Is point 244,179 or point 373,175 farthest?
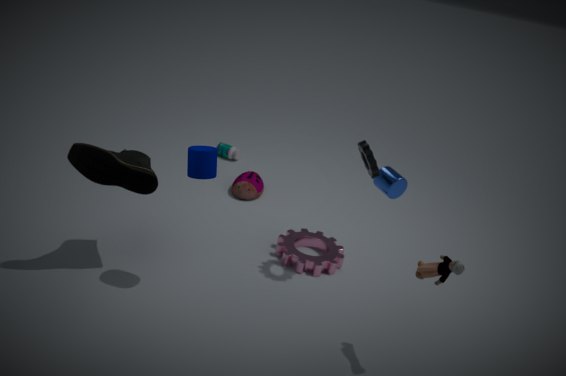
point 244,179
